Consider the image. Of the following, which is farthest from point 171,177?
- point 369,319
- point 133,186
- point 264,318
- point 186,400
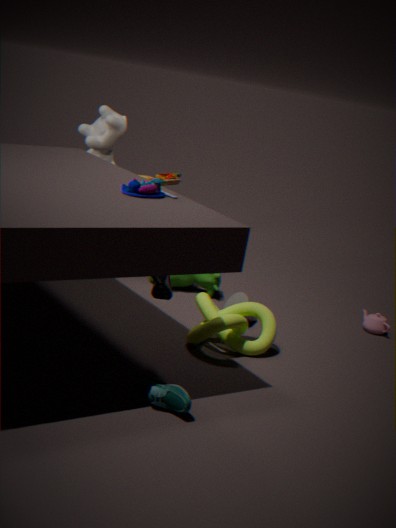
point 186,400
